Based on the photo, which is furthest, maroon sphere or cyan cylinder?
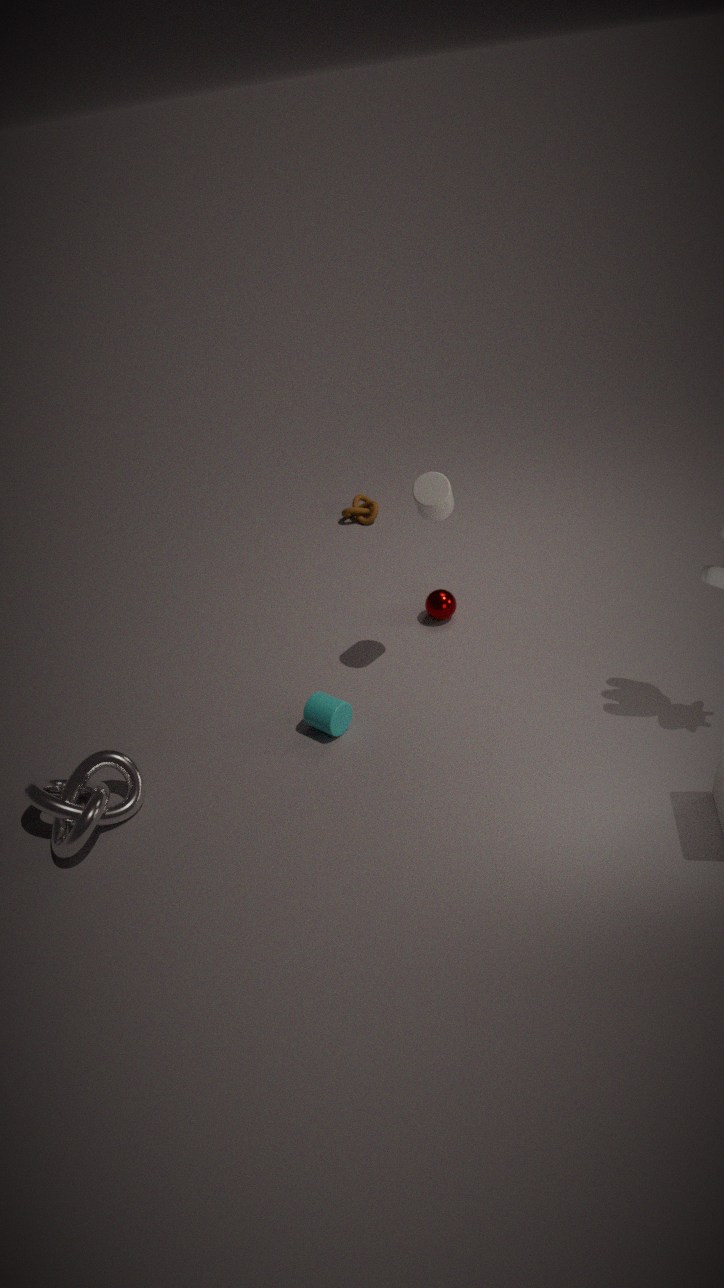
maroon sphere
